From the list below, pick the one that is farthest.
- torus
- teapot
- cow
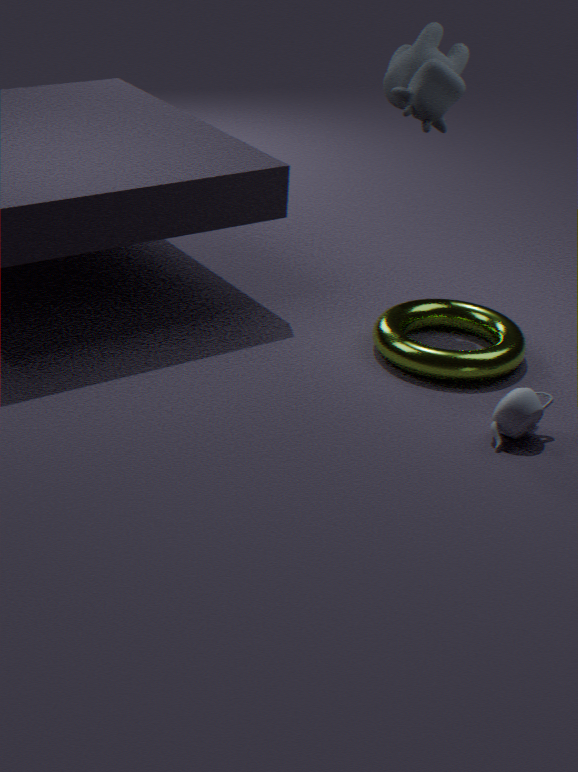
cow
